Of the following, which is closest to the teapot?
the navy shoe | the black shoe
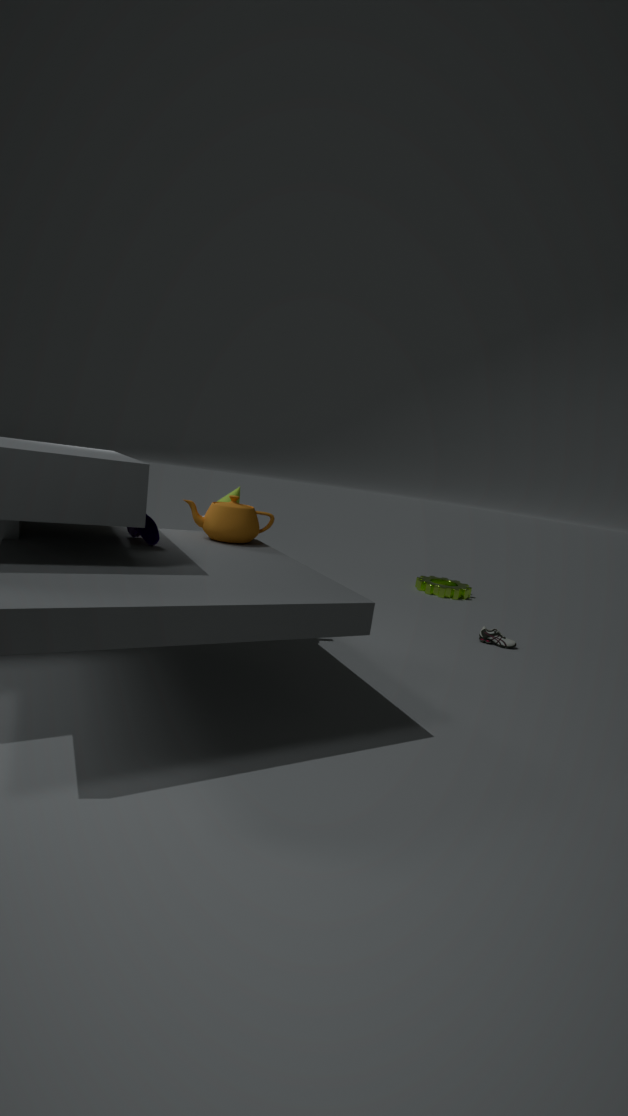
the navy shoe
